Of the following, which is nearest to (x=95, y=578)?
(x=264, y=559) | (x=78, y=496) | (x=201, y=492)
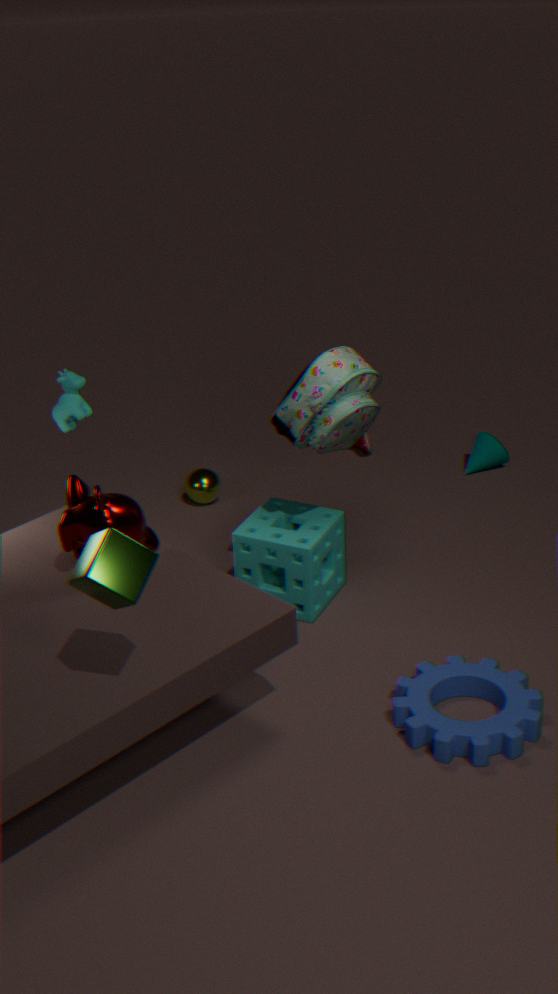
(x=78, y=496)
